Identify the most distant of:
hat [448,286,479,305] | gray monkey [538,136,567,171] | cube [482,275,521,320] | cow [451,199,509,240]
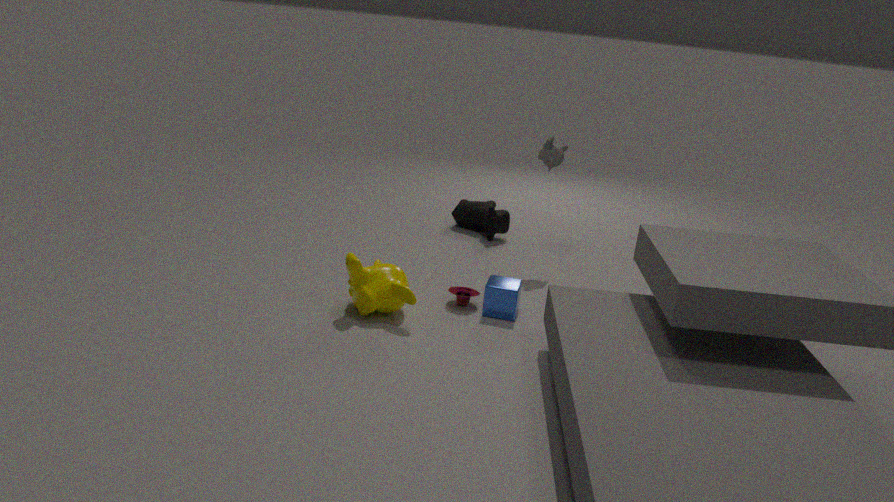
cow [451,199,509,240]
